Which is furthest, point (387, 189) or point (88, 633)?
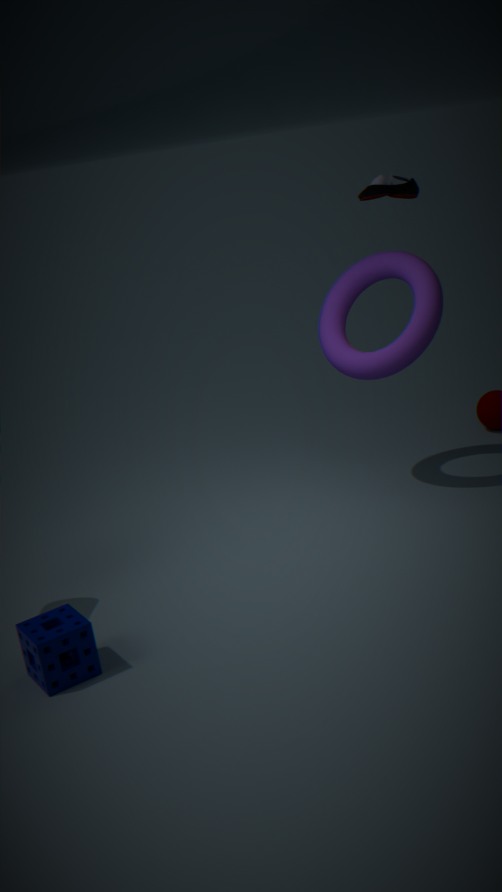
point (387, 189)
